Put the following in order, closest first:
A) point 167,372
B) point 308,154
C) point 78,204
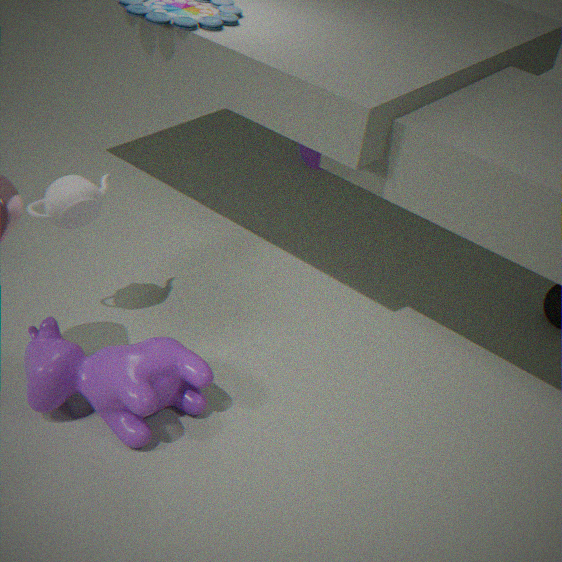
point 167,372 < point 78,204 < point 308,154
